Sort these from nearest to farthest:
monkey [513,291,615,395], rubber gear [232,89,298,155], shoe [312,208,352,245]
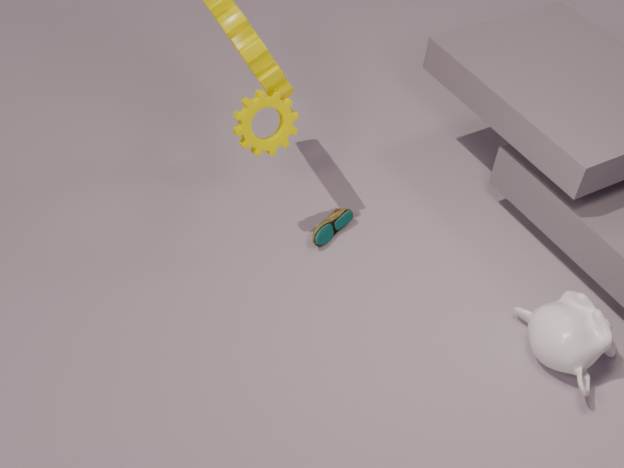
monkey [513,291,615,395] → rubber gear [232,89,298,155] → shoe [312,208,352,245]
